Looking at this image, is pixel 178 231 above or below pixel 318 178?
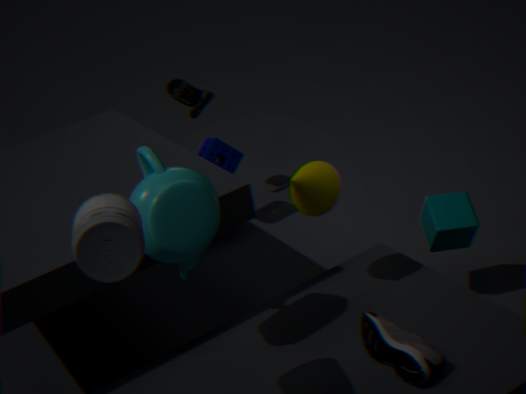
above
